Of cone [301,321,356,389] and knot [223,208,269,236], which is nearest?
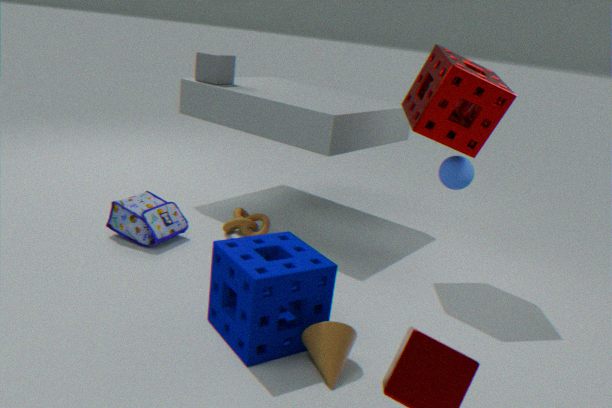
cone [301,321,356,389]
